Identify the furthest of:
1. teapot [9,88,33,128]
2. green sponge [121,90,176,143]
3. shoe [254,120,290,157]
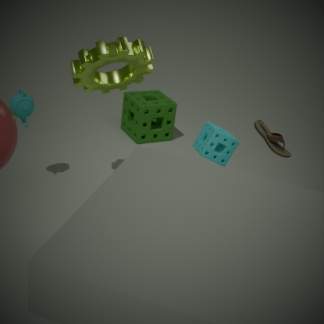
green sponge [121,90,176,143]
